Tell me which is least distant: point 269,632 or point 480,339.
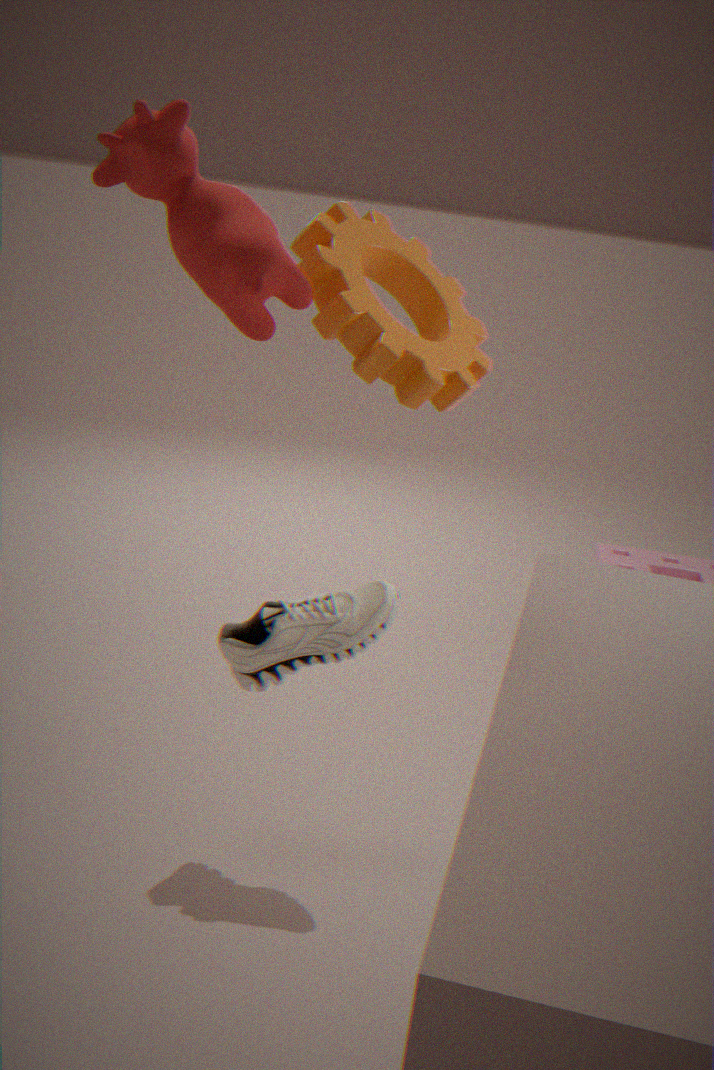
point 480,339
